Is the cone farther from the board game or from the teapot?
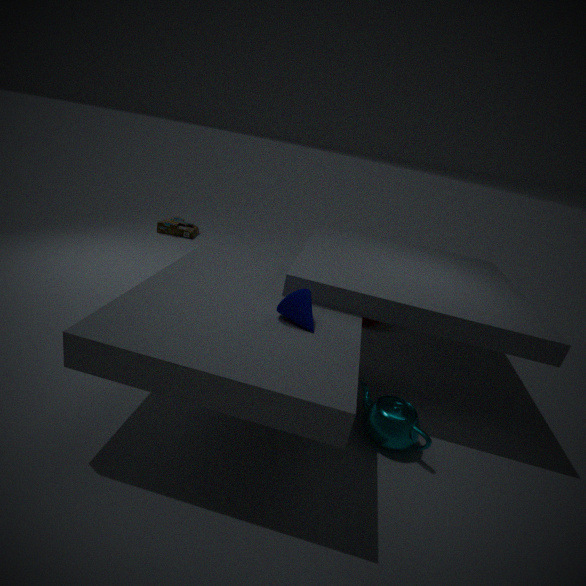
the board game
